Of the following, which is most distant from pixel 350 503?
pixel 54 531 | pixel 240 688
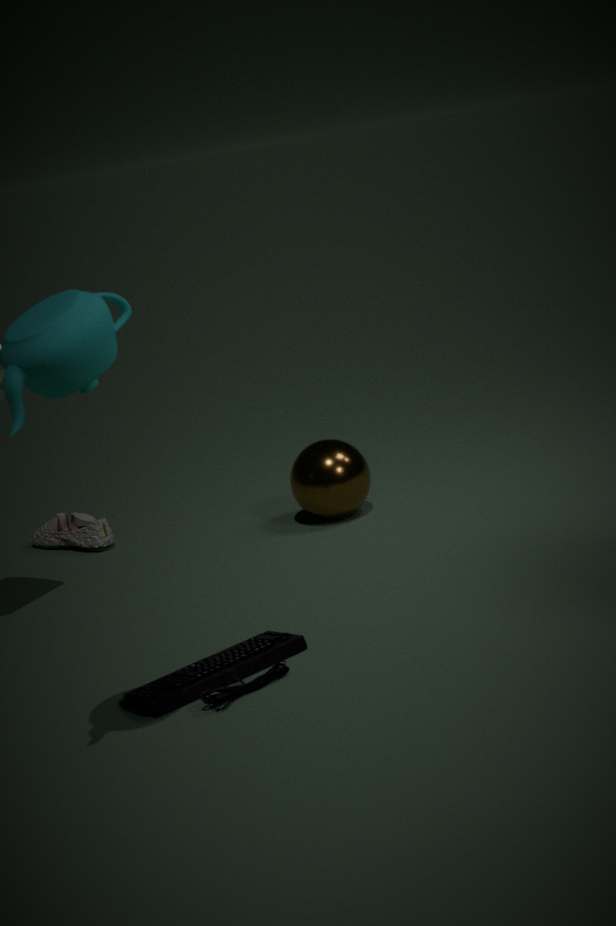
pixel 240 688
